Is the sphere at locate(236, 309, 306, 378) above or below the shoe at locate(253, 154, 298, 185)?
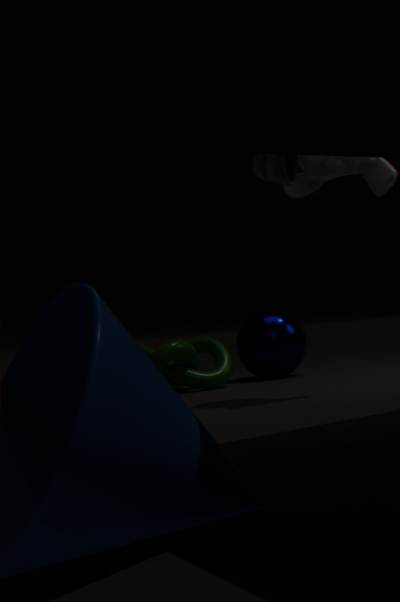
below
